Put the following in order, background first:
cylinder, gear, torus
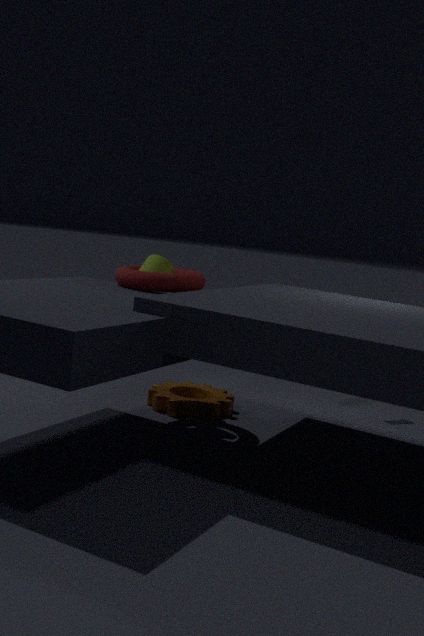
gear, cylinder, torus
